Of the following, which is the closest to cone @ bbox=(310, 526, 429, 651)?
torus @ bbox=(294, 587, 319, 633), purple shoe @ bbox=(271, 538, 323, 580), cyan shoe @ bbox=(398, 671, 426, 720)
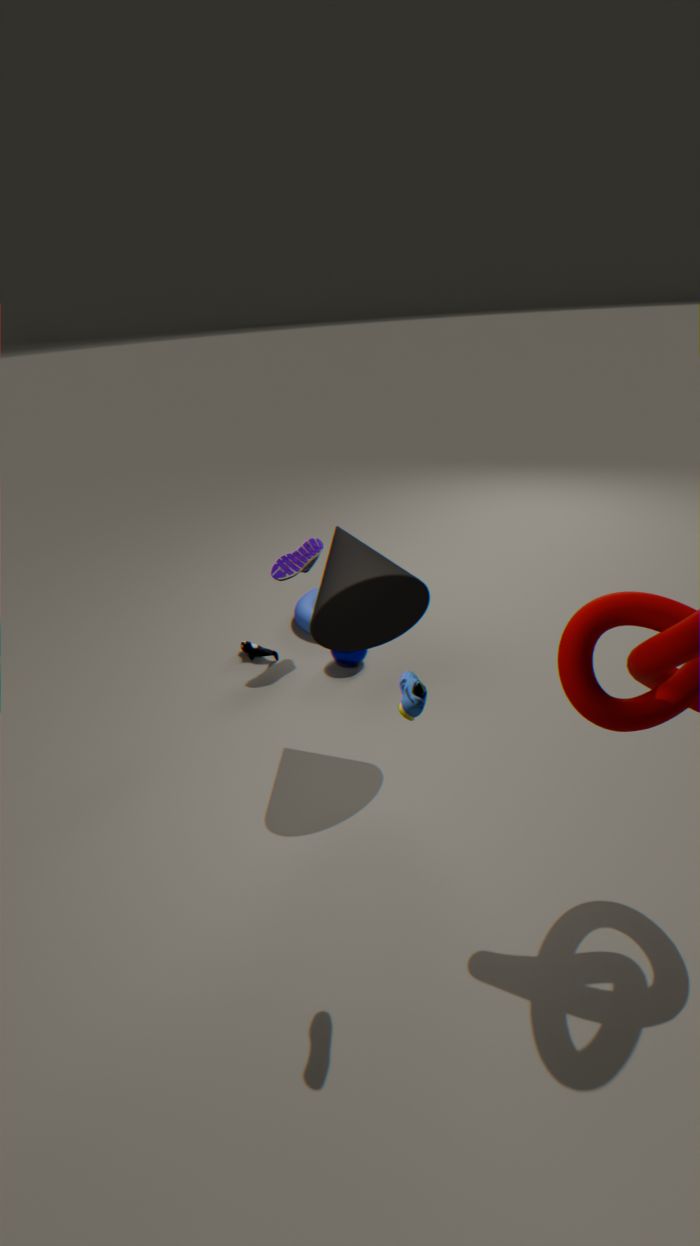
purple shoe @ bbox=(271, 538, 323, 580)
